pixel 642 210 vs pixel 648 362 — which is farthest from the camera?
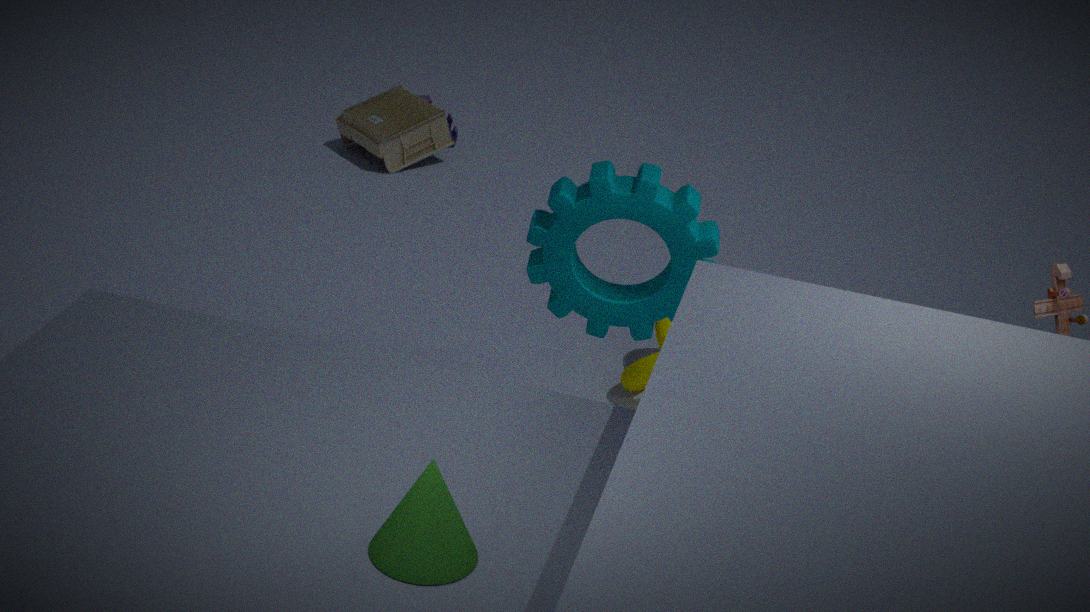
pixel 648 362
